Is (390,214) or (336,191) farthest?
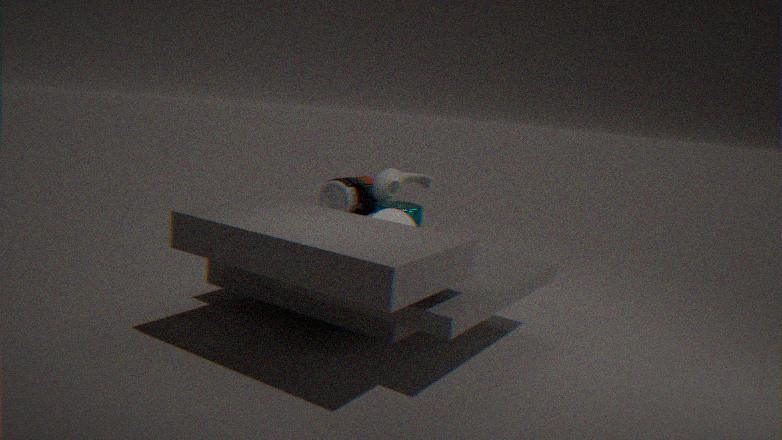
(336,191)
